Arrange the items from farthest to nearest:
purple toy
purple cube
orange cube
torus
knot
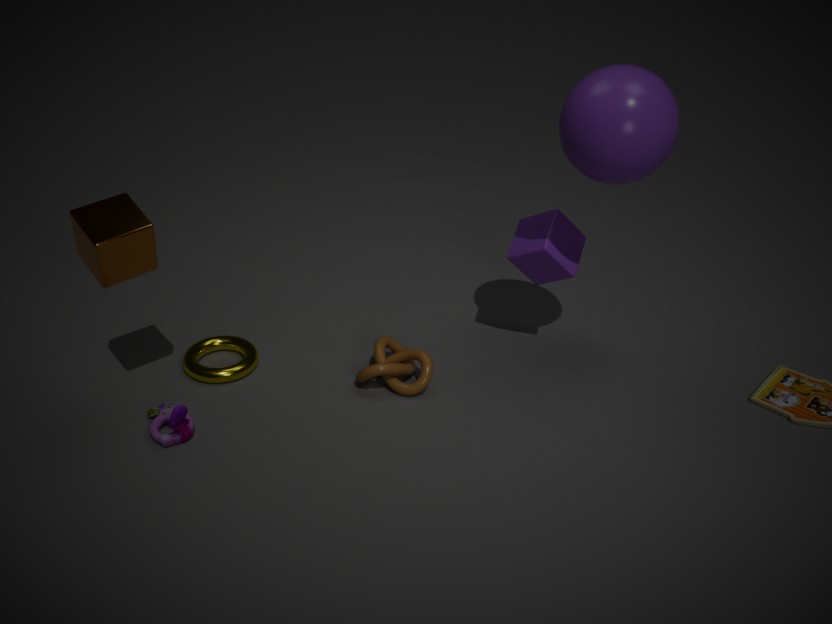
torus < purple cube < knot < purple toy < orange cube
